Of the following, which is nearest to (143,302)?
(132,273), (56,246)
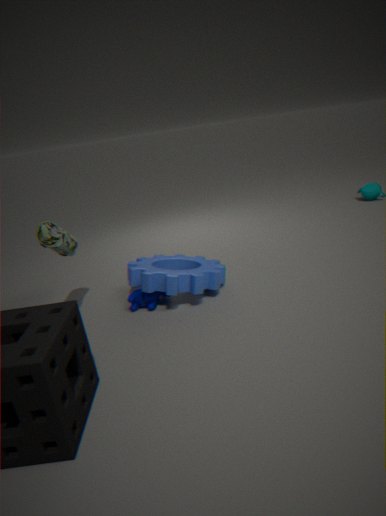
(132,273)
